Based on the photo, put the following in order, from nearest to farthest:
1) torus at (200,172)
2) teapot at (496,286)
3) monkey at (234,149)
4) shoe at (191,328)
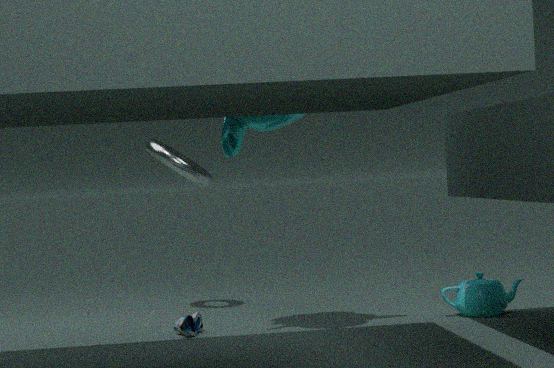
1. 3. monkey at (234,149)
2. 4. shoe at (191,328)
3. 2. teapot at (496,286)
4. 1. torus at (200,172)
